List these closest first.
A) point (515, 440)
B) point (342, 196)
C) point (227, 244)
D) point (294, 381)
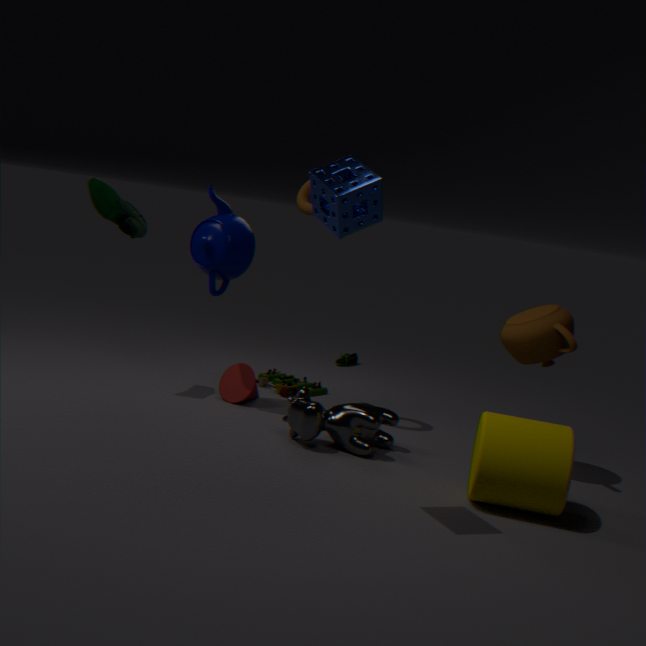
point (342, 196) → point (515, 440) → point (227, 244) → point (294, 381)
